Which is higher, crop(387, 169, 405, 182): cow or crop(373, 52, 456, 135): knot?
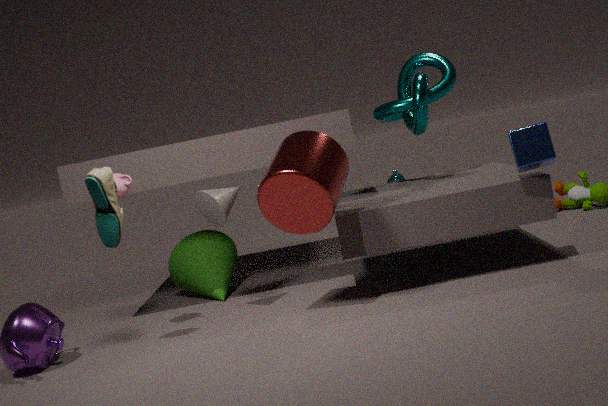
crop(373, 52, 456, 135): knot
